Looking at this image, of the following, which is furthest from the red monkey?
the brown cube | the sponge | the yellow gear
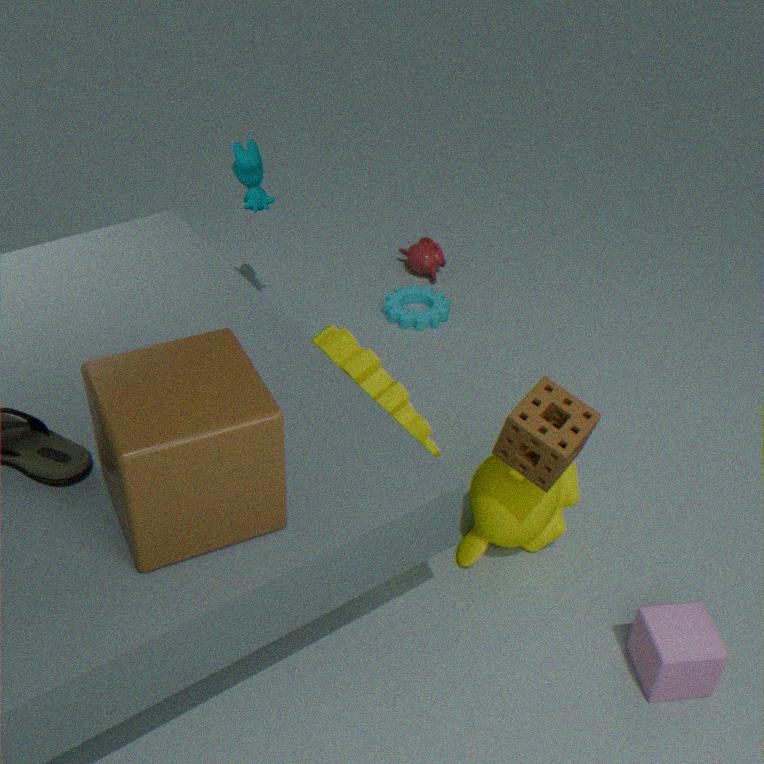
the brown cube
